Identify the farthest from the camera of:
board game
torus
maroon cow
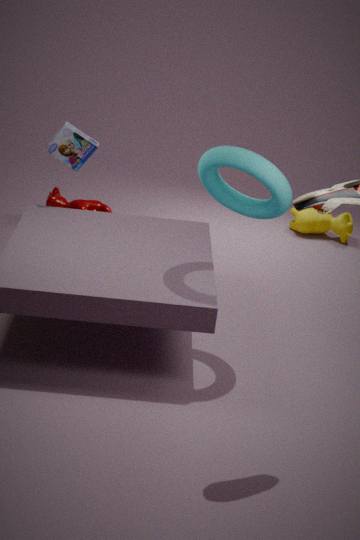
maroon cow
